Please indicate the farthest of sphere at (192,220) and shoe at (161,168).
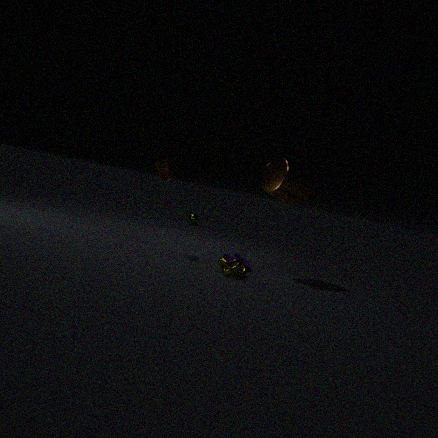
sphere at (192,220)
